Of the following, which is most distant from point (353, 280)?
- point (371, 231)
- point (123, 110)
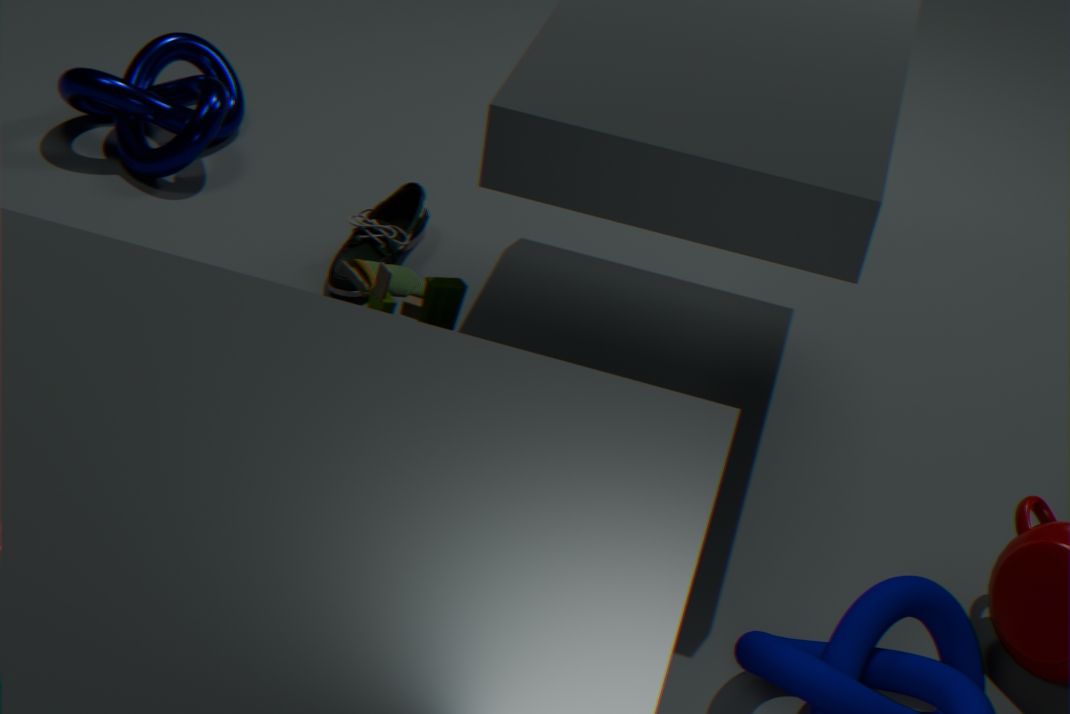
point (123, 110)
